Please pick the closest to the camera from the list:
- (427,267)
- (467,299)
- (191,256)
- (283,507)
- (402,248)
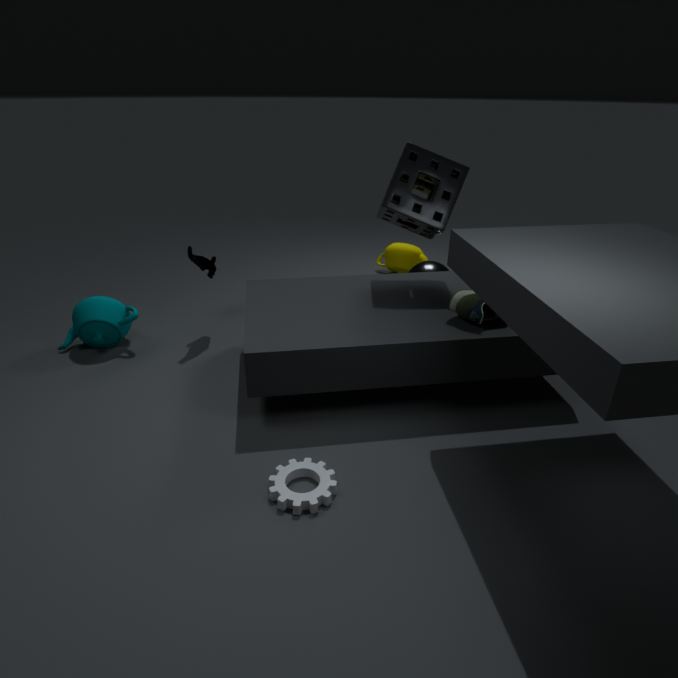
(283,507)
